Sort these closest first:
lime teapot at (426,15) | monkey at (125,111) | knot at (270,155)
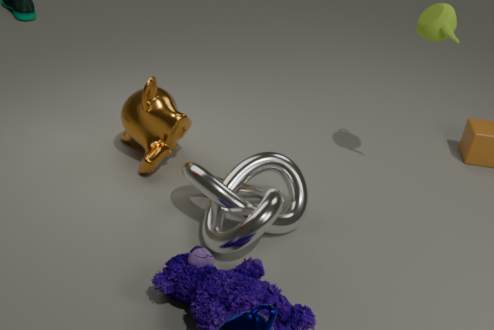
1. knot at (270,155)
2. lime teapot at (426,15)
3. monkey at (125,111)
